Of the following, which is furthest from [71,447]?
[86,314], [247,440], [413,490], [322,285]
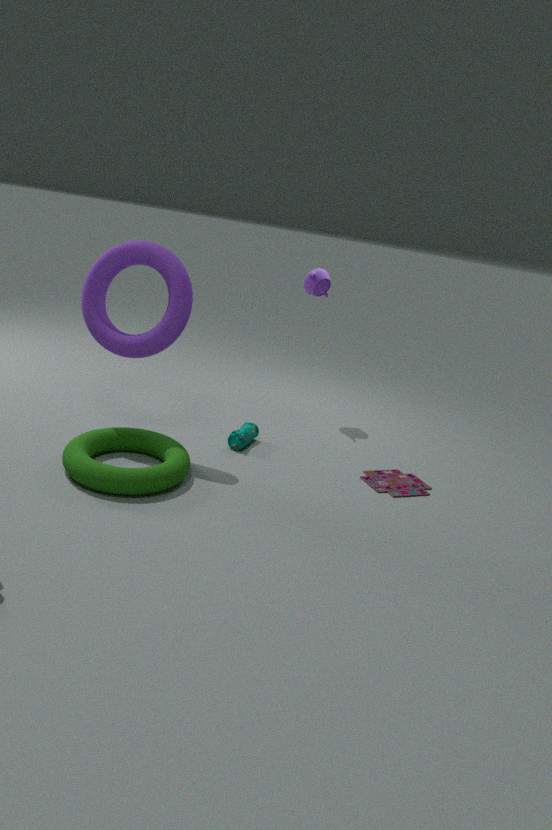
[322,285]
